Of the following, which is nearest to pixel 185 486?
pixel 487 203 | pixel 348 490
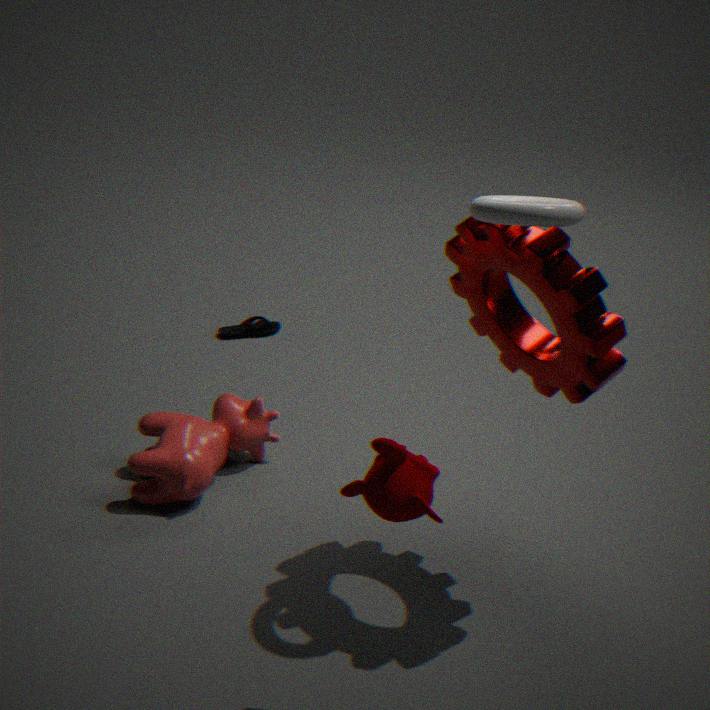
pixel 348 490
